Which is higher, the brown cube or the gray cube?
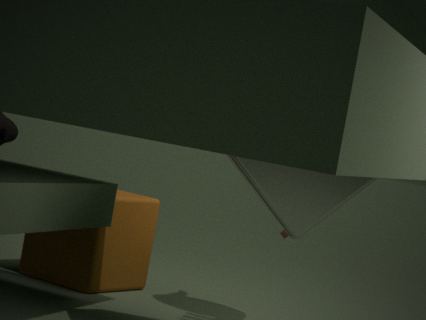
the gray cube
